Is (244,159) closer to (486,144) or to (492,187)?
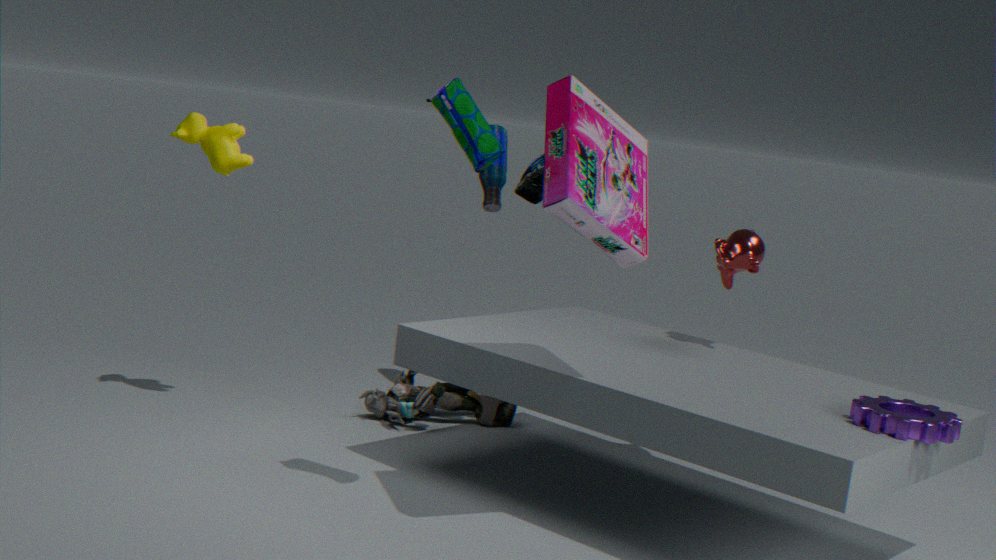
(492,187)
